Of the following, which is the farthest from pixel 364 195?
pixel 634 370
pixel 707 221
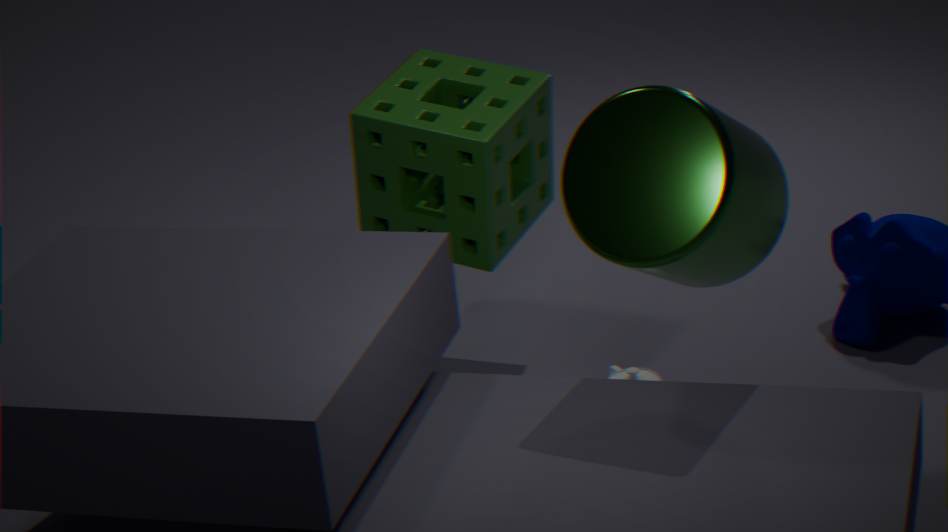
pixel 707 221
